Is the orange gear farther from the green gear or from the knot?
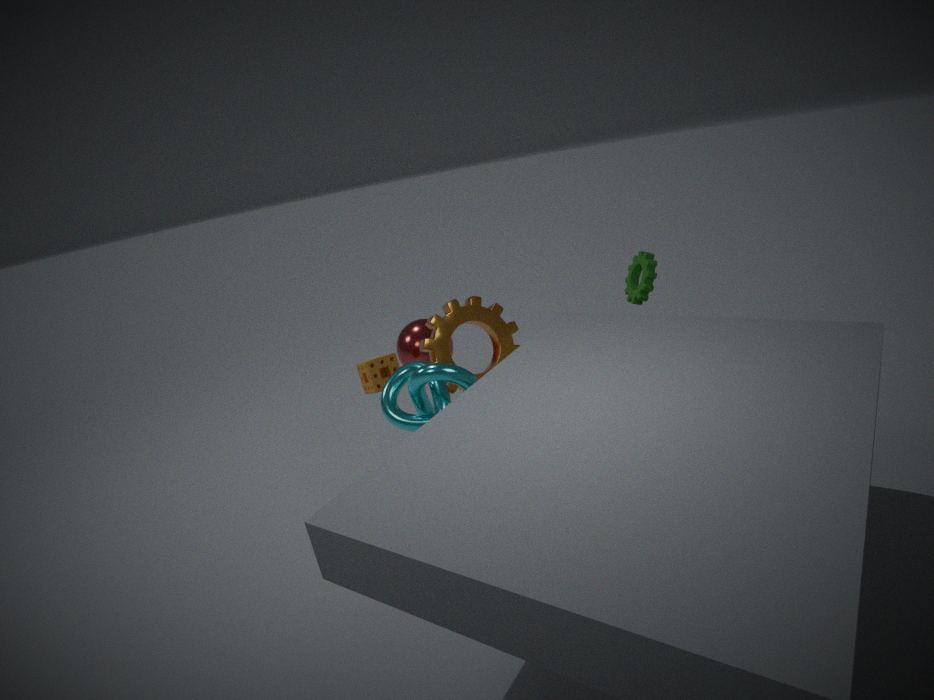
the green gear
